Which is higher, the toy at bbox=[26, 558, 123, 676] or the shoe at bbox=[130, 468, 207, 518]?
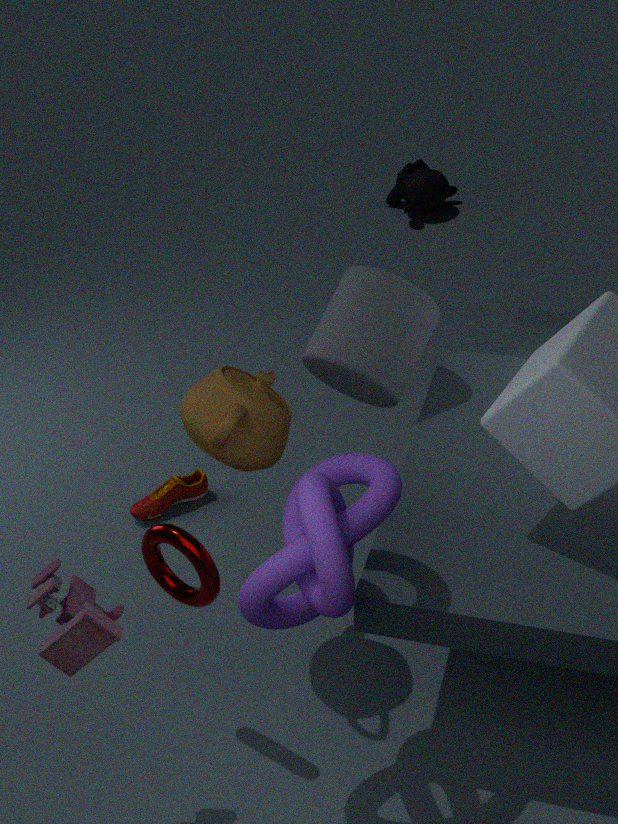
the toy at bbox=[26, 558, 123, 676]
